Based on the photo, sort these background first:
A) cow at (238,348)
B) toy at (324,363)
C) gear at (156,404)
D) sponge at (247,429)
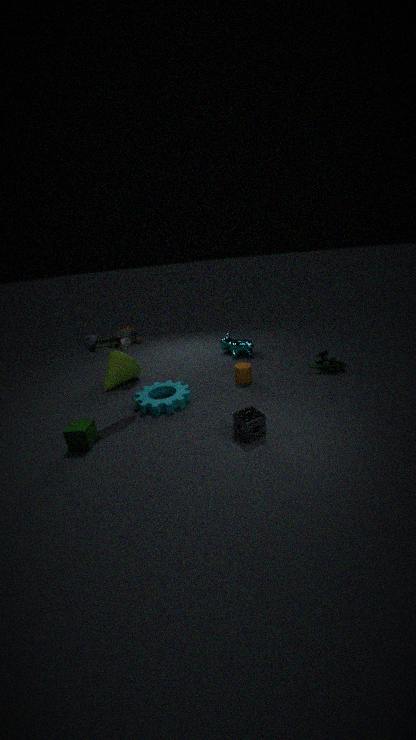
cow at (238,348)
toy at (324,363)
gear at (156,404)
sponge at (247,429)
